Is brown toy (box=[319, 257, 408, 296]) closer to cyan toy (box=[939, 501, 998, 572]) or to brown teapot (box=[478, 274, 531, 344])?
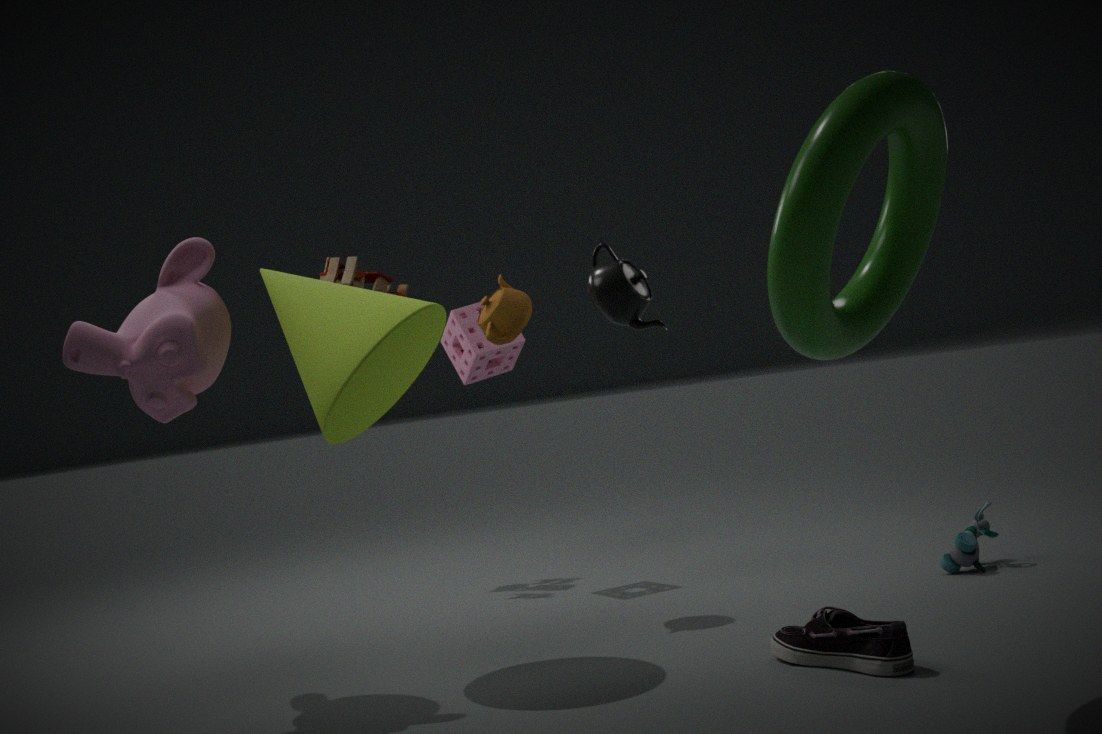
brown teapot (box=[478, 274, 531, 344])
